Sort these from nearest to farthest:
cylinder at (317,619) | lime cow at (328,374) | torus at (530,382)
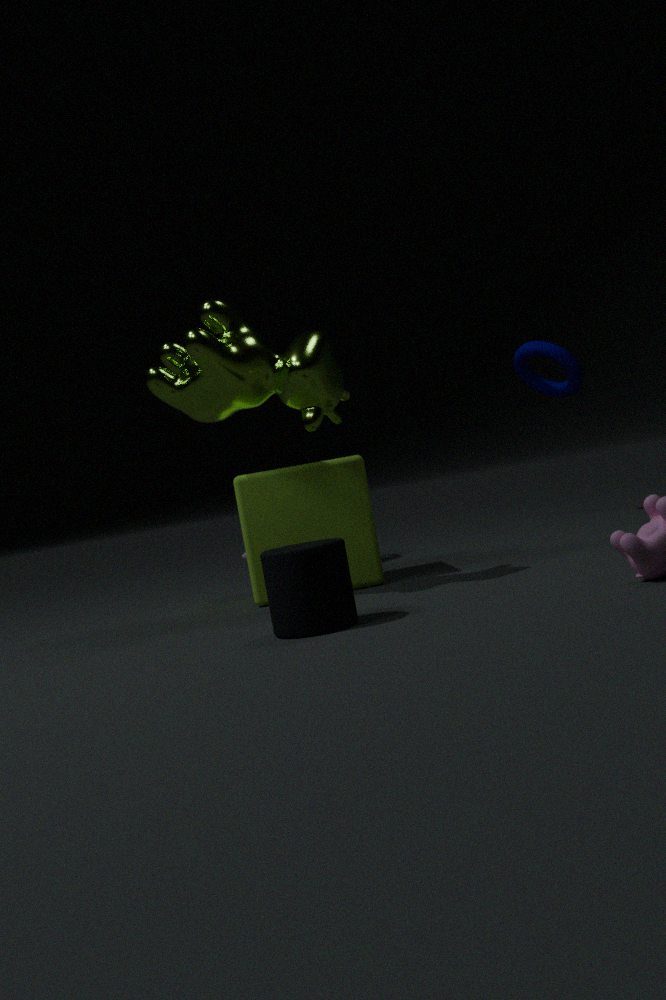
1. cylinder at (317,619)
2. lime cow at (328,374)
3. torus at (530,382)
